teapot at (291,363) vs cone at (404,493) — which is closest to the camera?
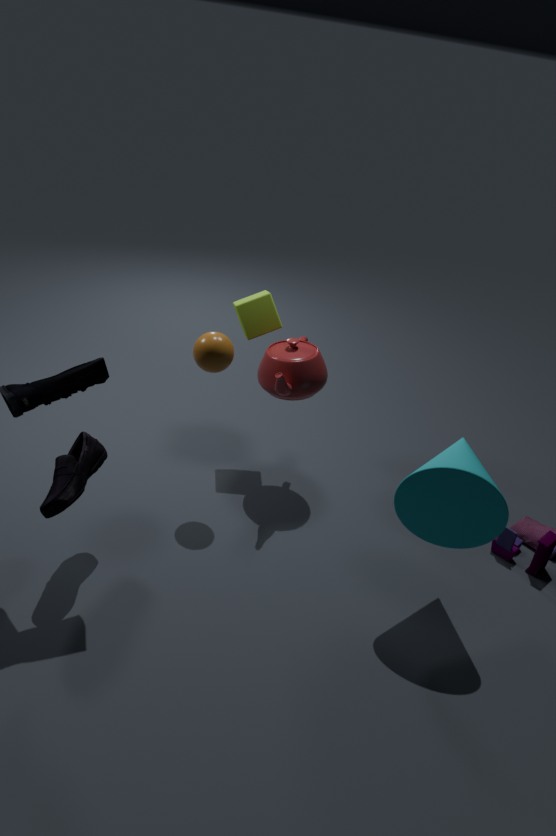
cone at (404,493)
